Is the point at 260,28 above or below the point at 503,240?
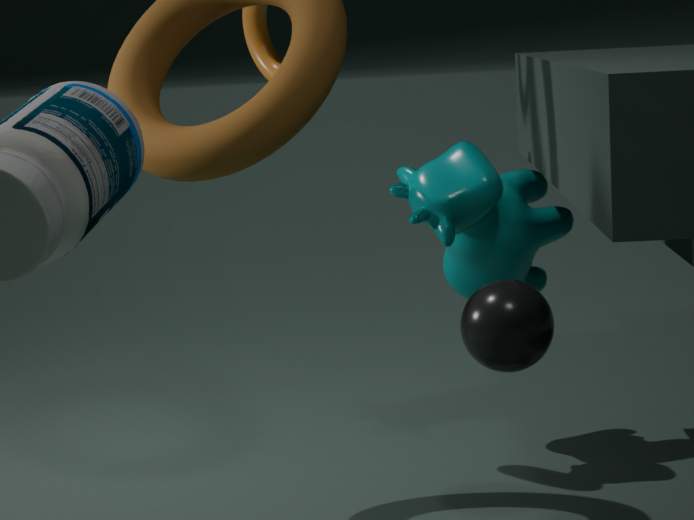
above
